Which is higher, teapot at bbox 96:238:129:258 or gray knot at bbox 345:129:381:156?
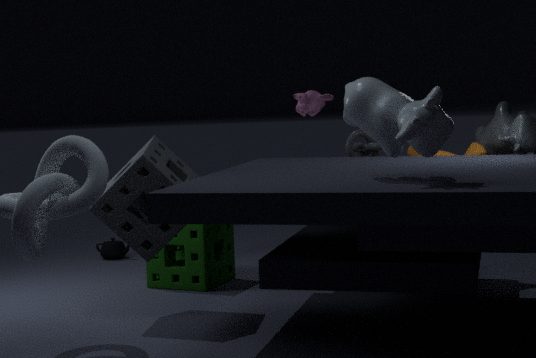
gray knot at bbox 345:129:381:156
